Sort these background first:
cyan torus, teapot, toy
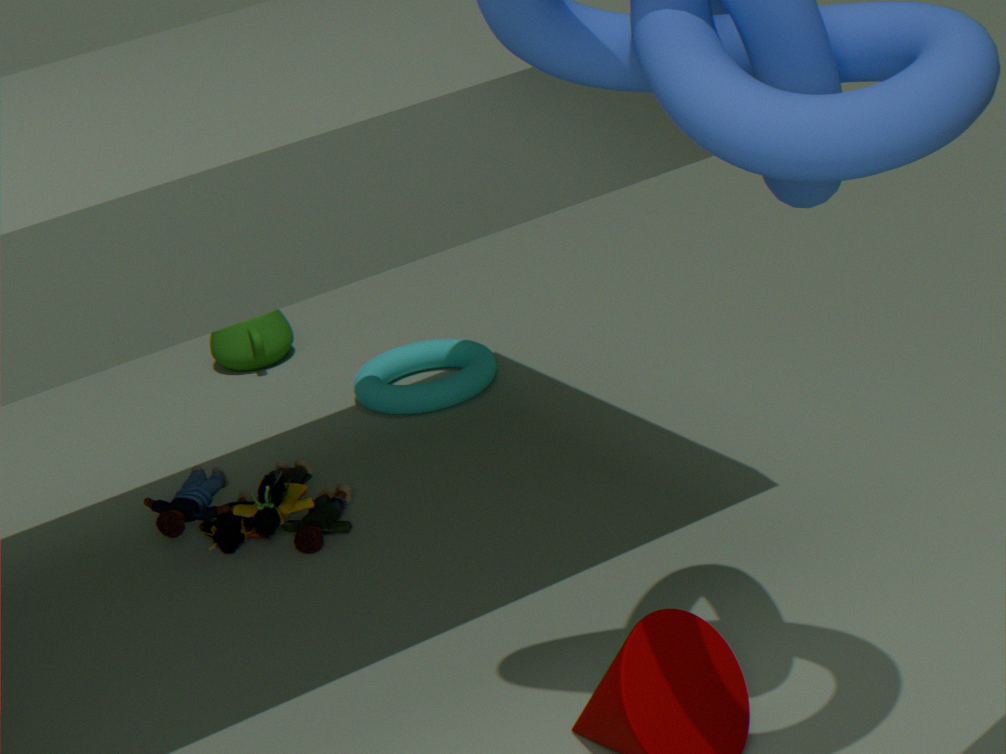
teapot
cyan torus
toy
